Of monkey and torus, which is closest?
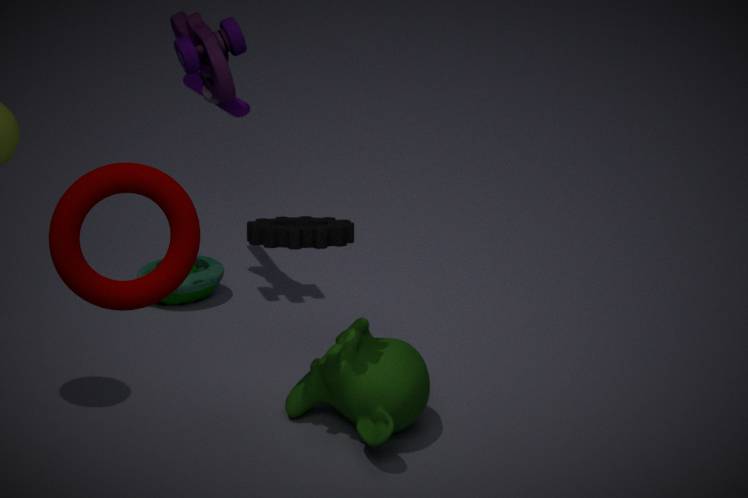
torus
